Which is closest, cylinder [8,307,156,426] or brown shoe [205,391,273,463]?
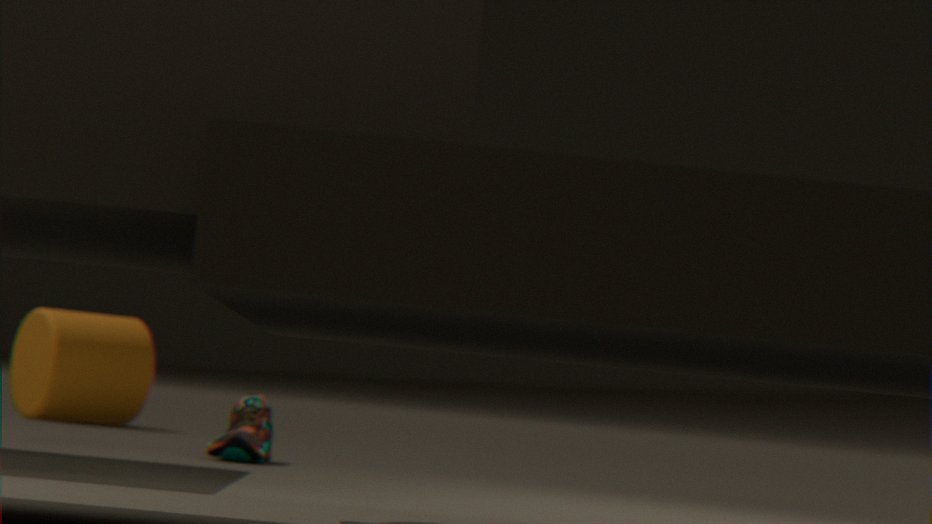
brown shoe [205,391,273,463]
